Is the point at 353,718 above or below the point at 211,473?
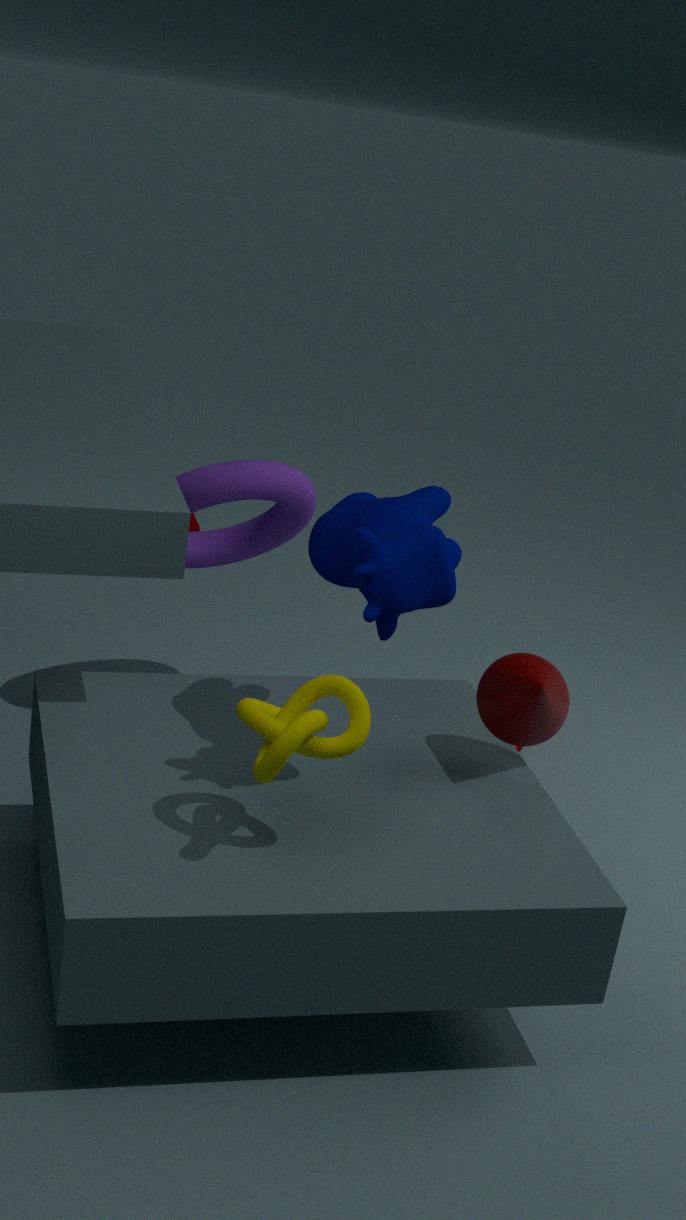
above
